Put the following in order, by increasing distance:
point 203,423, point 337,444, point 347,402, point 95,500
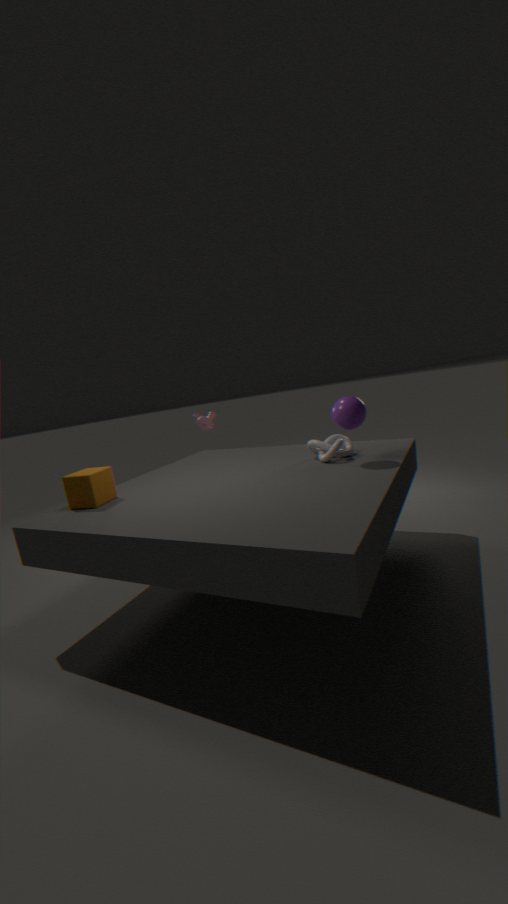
point 347,402 → point 95,500 → point 337,444 → point 203,423
